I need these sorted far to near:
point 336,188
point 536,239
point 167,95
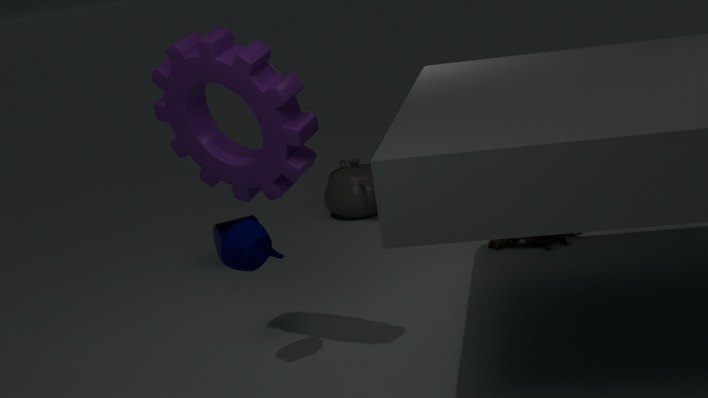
point 336,188 → point 536,239 → point 167,95
